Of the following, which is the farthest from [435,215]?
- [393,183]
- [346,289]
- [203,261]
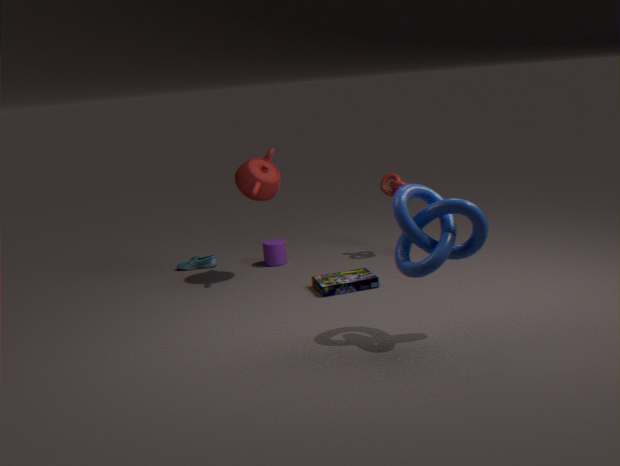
[203,261]
